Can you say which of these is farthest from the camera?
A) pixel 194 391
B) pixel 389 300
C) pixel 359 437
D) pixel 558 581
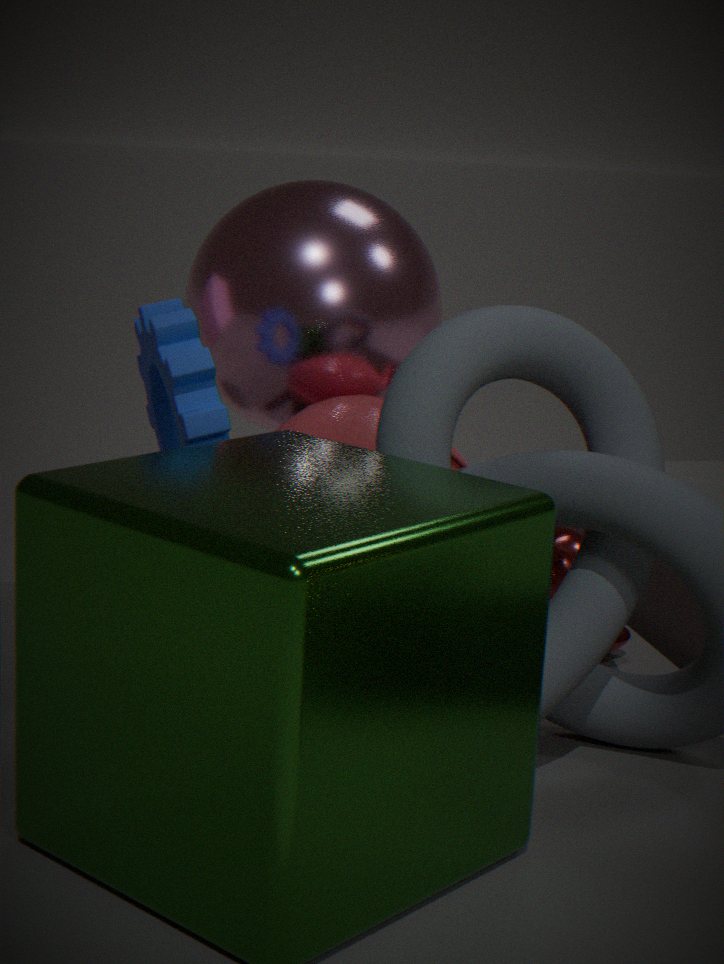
pixel 558 581
